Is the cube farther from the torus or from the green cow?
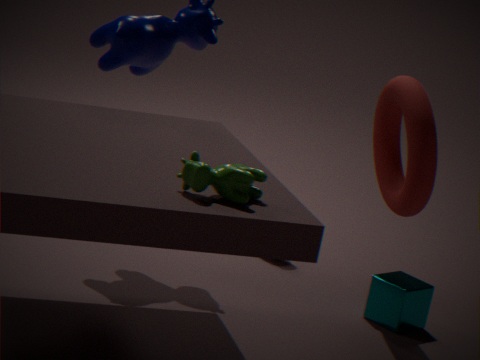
the green cow
